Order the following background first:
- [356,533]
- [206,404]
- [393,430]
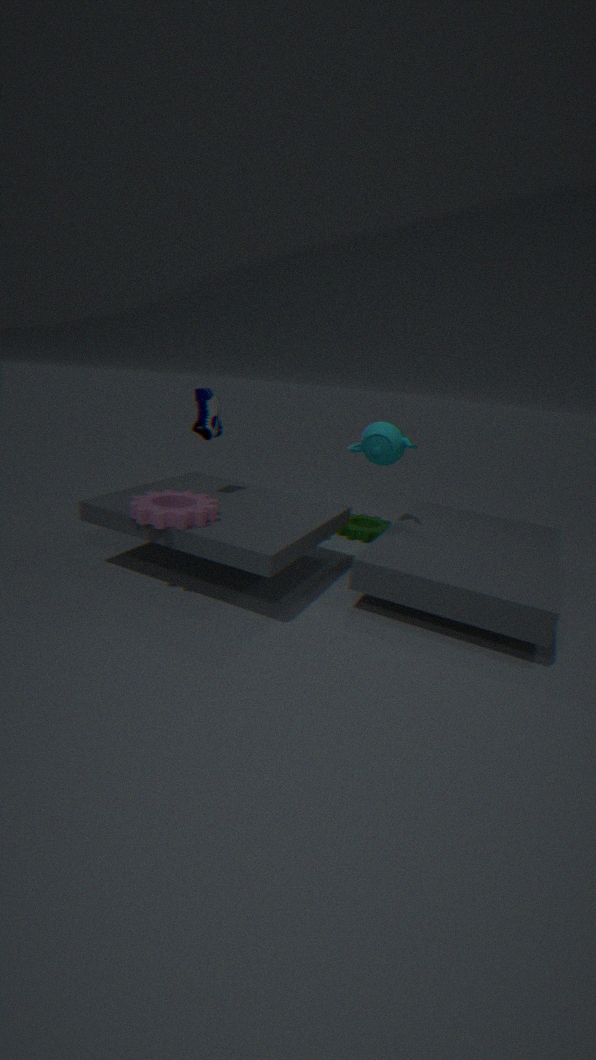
[356,533], [393,430], [206,404]
